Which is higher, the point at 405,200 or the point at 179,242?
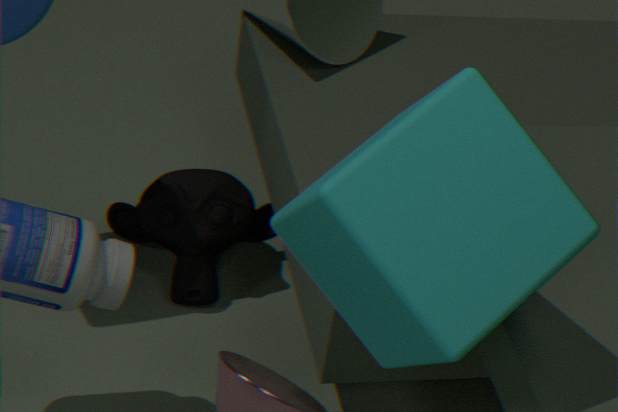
the point at 405,200
